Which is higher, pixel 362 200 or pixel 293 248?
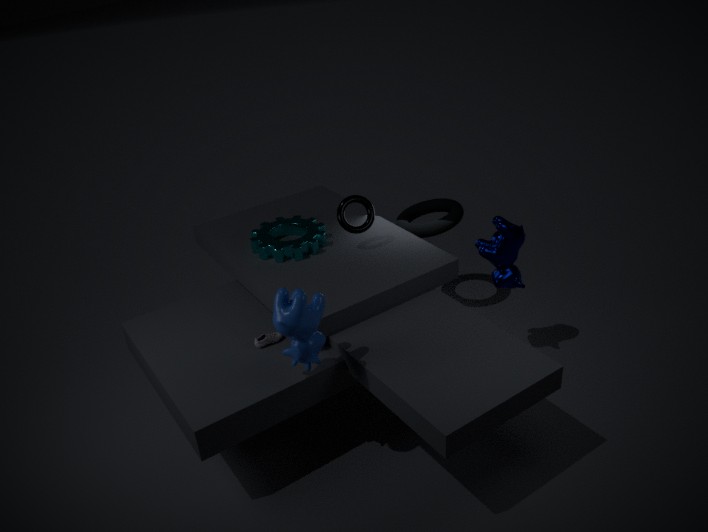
pixel 362 200
